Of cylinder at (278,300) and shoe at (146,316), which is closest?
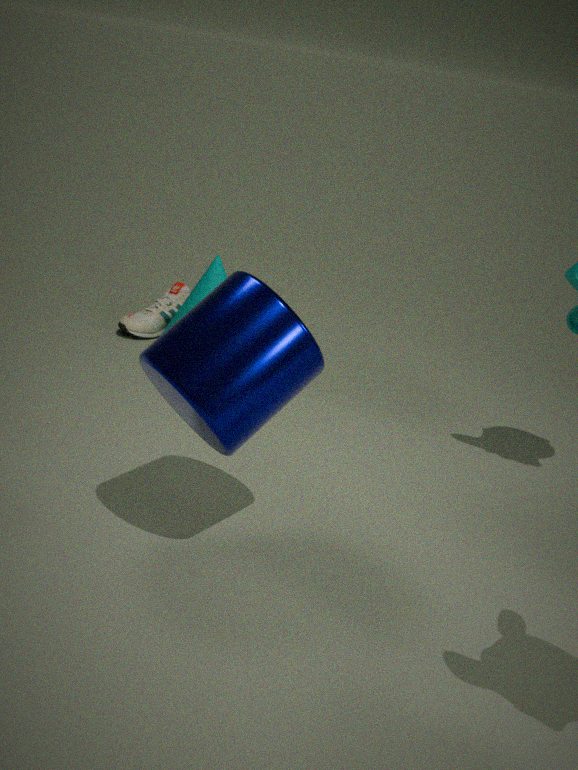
cylinder at (278,300)
